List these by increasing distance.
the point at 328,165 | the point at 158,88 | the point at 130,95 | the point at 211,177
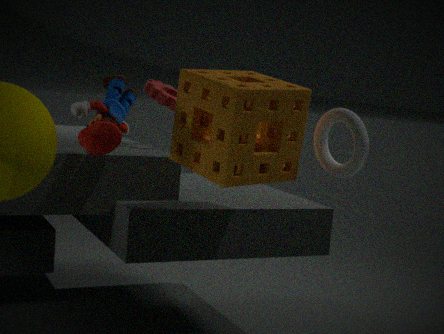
the point at 211,177
the point at 328,165
the point at 130,95
the point at 158,88
